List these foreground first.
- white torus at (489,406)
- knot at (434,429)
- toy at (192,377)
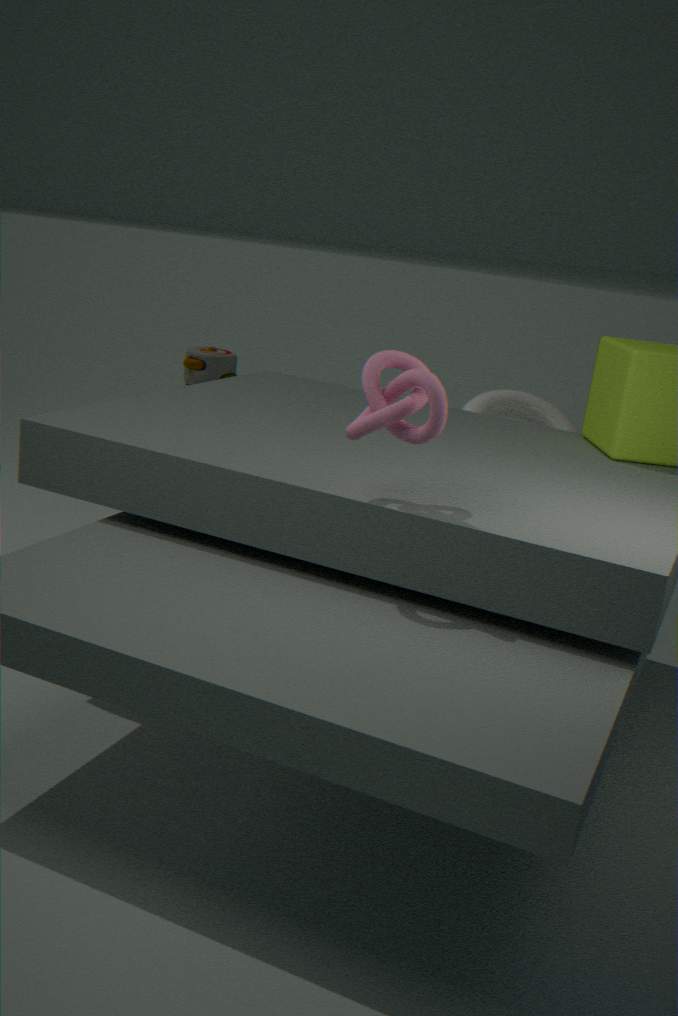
knot at (434,429)
white torus at (489,406)
toy at (192,377)
